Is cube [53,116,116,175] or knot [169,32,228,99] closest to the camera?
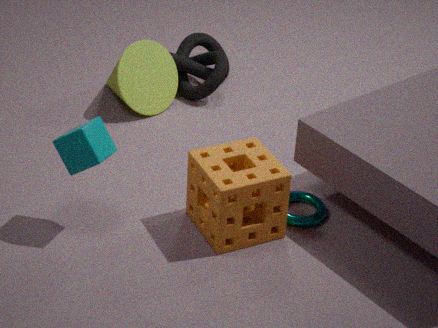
cube [53,116,116,175]
